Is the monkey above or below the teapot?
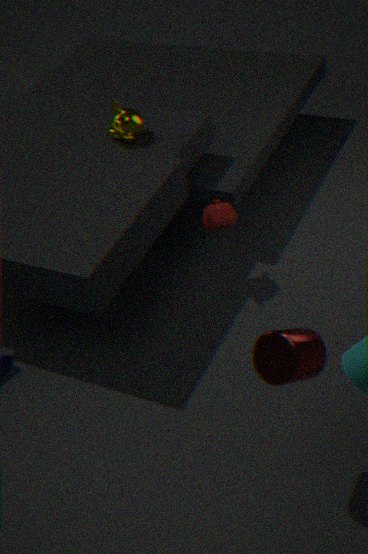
above
